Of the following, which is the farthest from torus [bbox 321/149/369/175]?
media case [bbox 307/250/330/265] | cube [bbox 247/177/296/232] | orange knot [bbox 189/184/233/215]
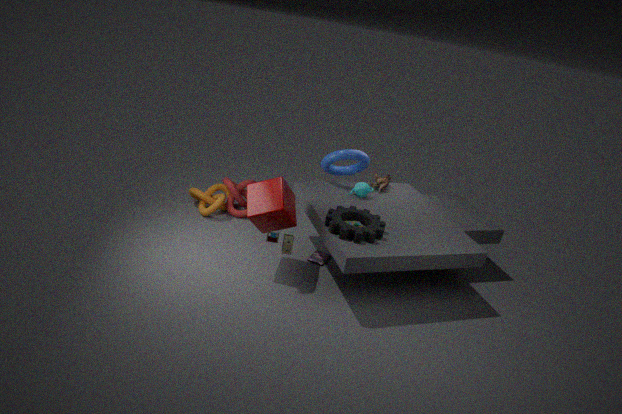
orange knot [bbox 189/184/233/215]
